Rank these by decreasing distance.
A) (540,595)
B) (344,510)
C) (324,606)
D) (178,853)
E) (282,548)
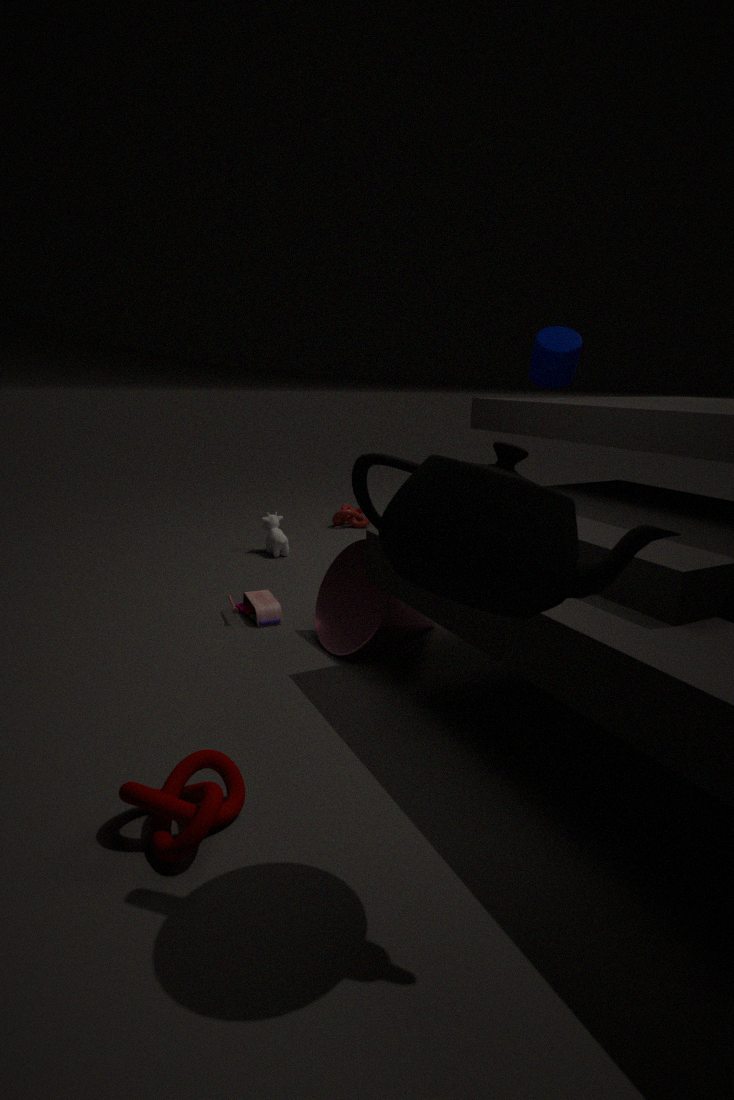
(344,510) → (282,548) → (324,606) → (178,853) → (540,595)
